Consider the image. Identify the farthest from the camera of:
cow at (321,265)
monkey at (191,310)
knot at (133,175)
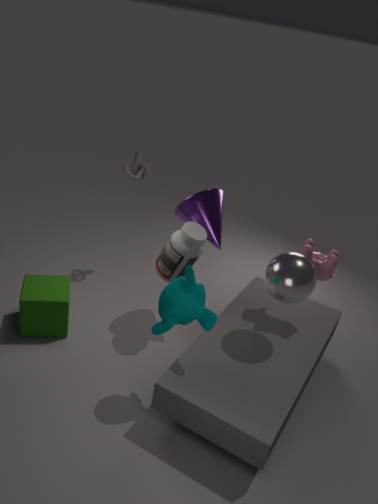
knot at (133,175)
